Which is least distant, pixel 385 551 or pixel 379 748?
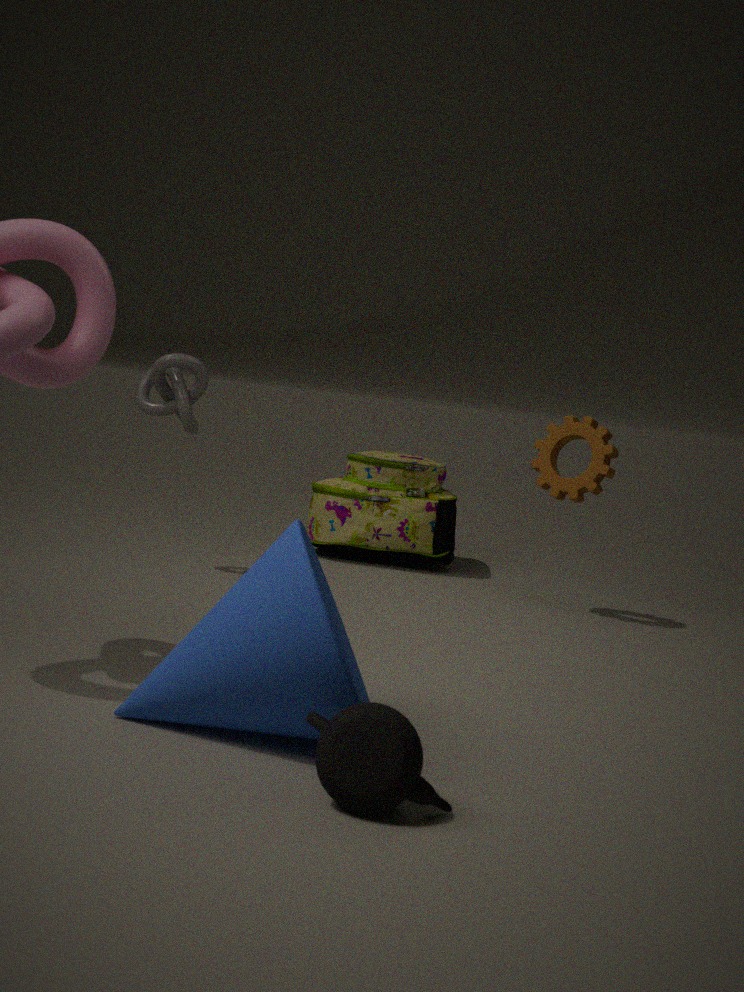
pixel 379 748
